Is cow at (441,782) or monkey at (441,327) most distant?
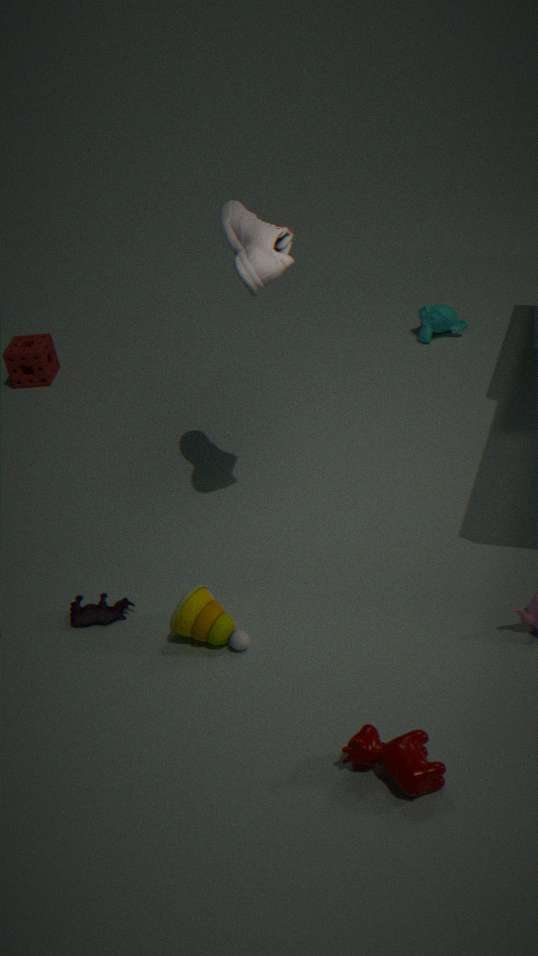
monkey at (441,327)
